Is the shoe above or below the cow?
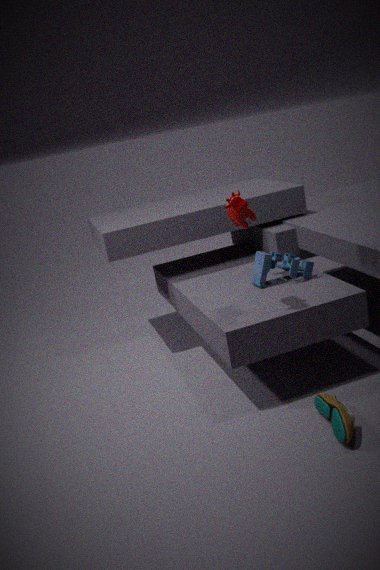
below
